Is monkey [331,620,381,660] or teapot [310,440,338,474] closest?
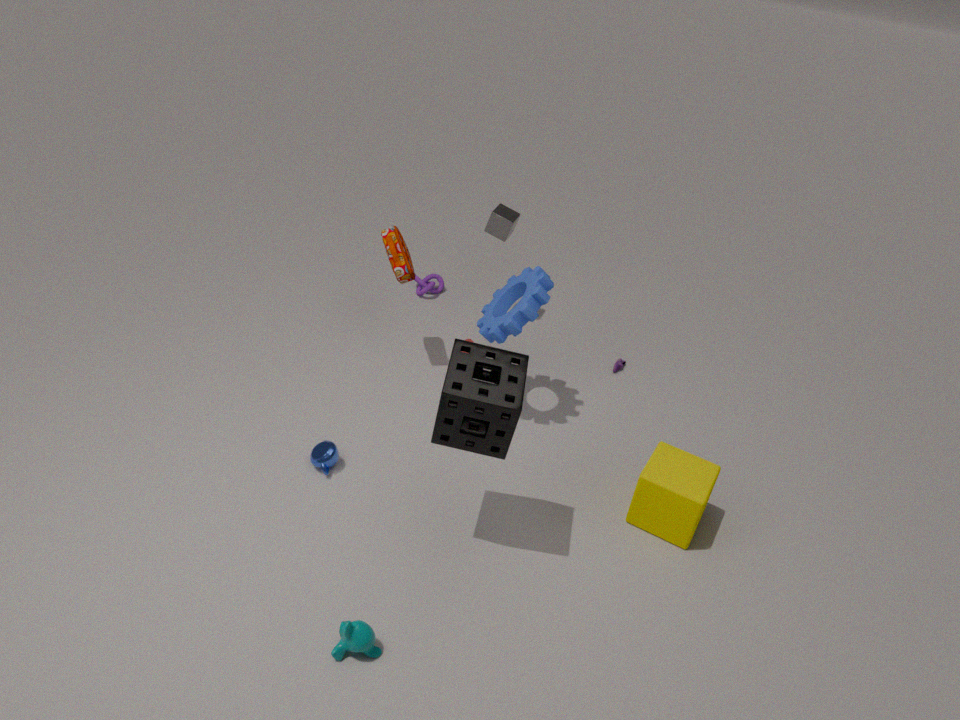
monkey [331,620,381,660]
